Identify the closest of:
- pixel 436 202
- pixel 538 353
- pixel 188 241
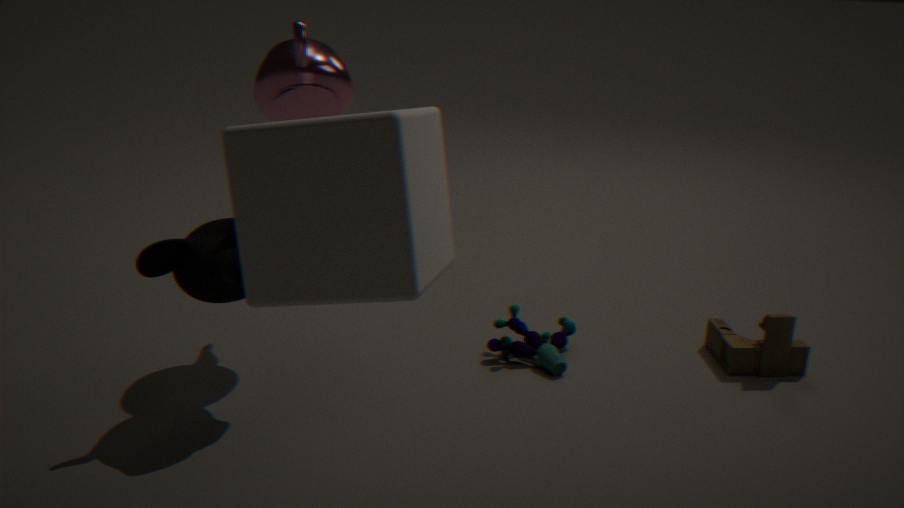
pixel 436 202
